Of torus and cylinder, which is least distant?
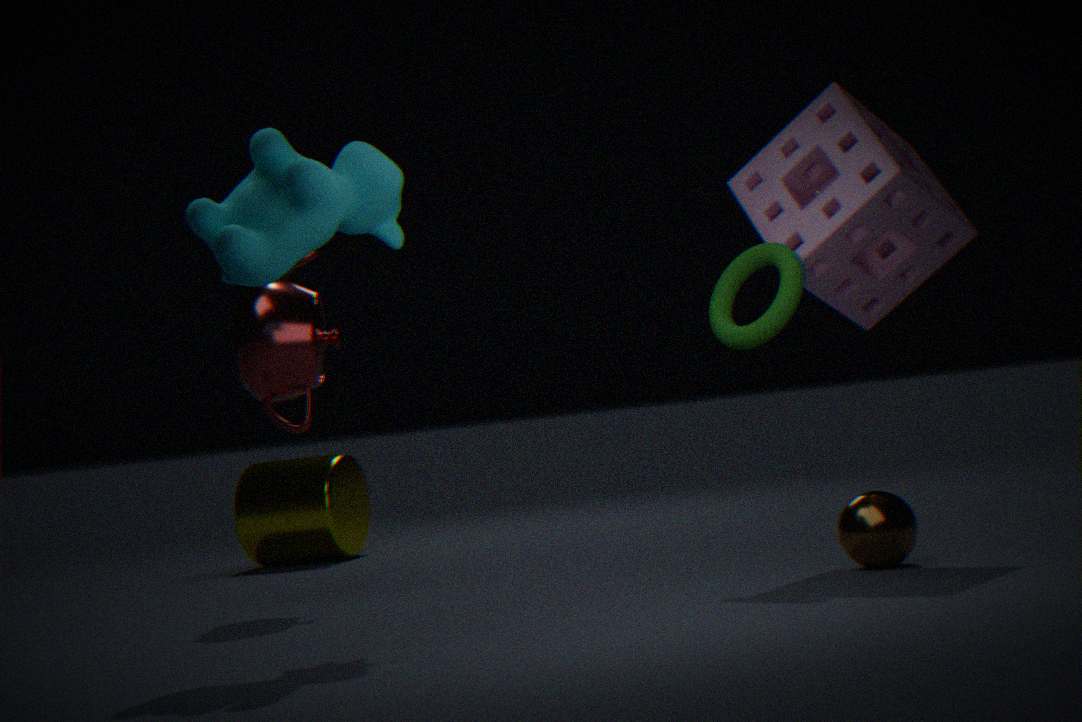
torus
